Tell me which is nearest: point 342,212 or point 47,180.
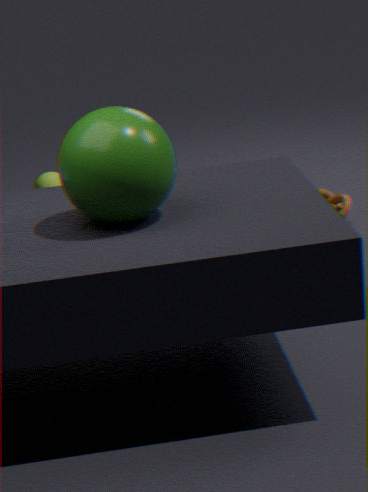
point 342,212
